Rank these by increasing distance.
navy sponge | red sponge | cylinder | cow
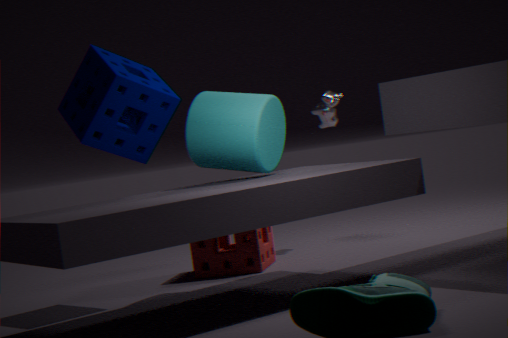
cylinder → navy sponge → red sponge → cow
